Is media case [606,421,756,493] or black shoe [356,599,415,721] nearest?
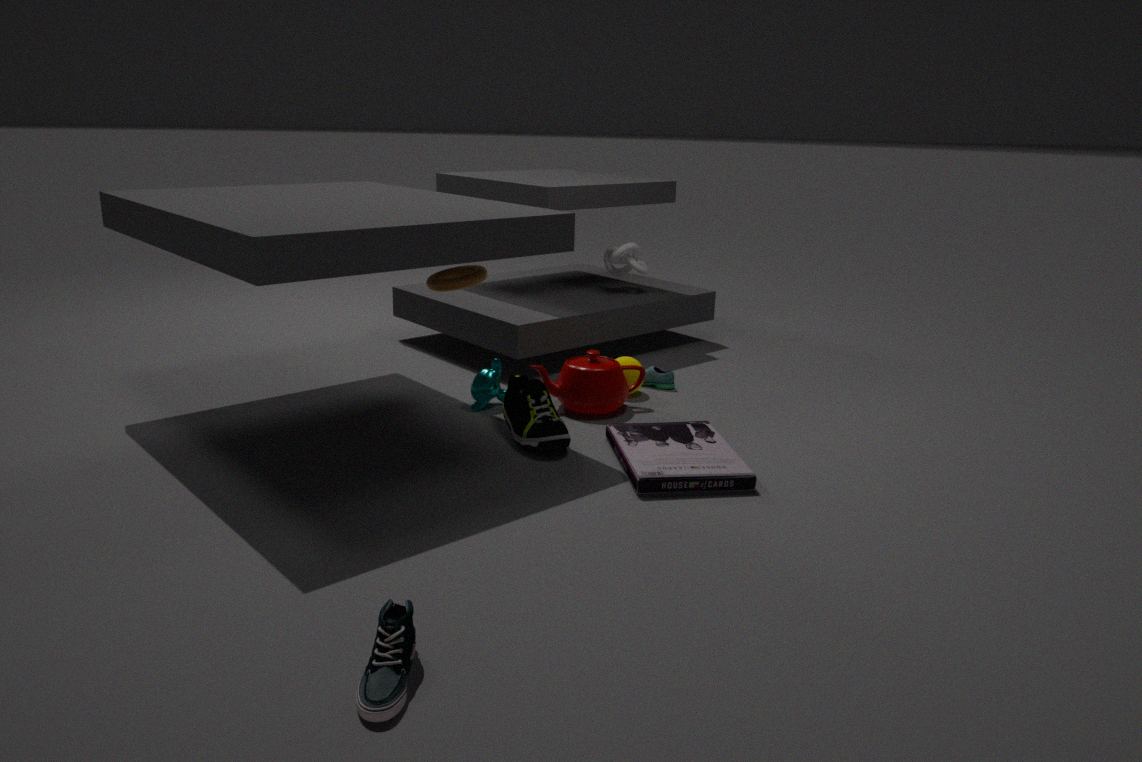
black shoe [356,599,415,721]
